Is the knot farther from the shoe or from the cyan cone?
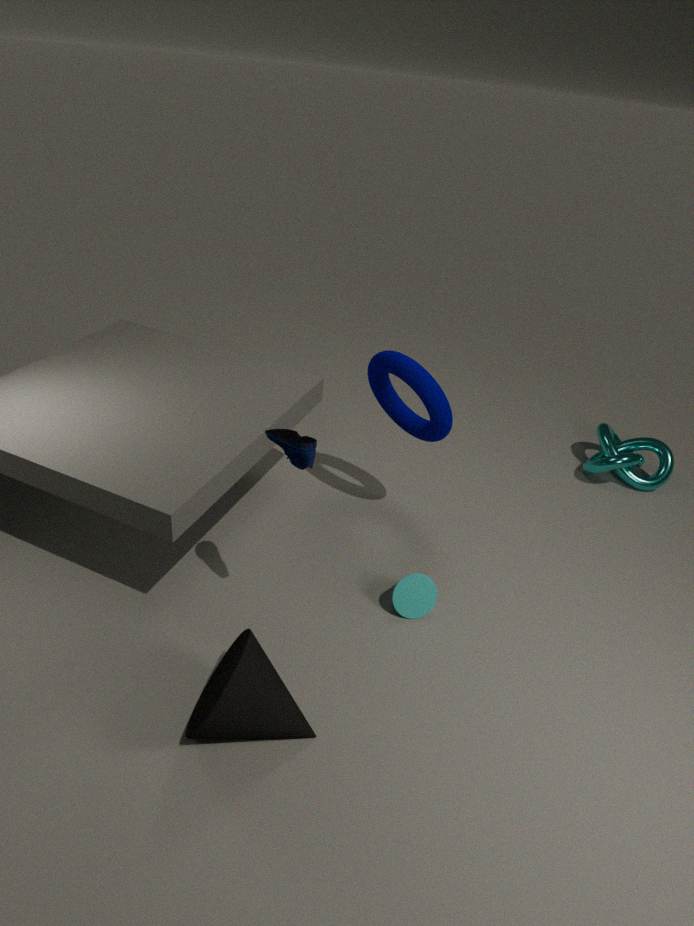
the shoe
